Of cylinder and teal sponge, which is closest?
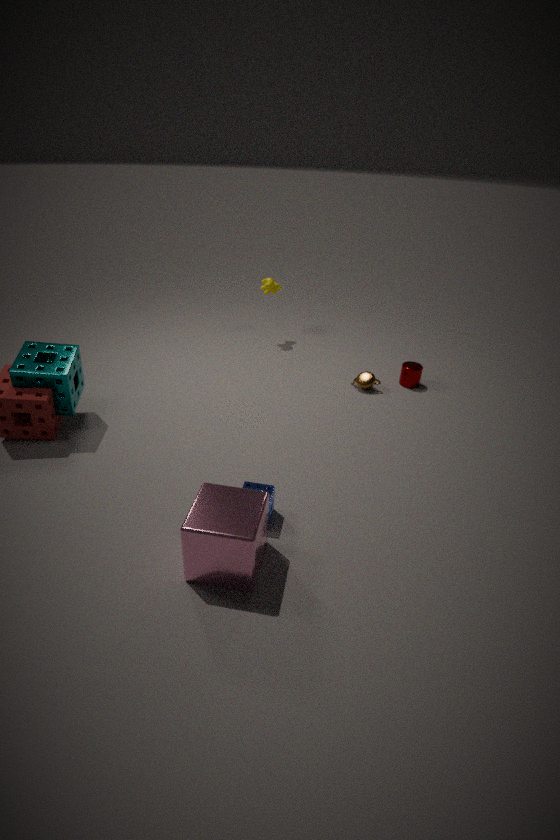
teal sponge
